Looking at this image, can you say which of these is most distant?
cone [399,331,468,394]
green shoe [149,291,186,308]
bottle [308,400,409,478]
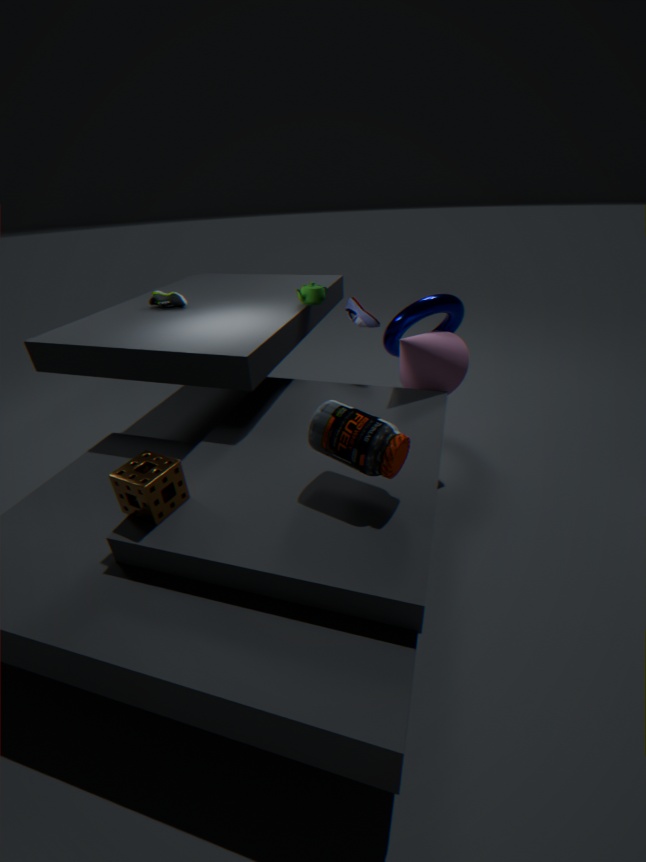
green shoe [149,291,186,308]
